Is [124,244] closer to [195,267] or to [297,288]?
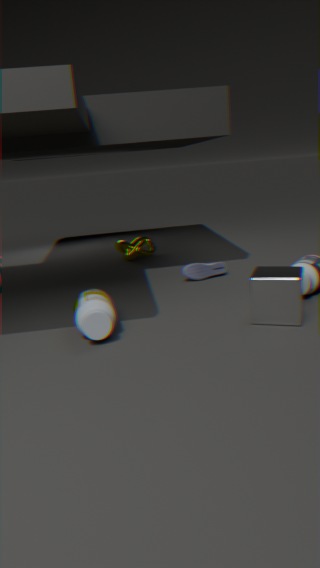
[195,267]
